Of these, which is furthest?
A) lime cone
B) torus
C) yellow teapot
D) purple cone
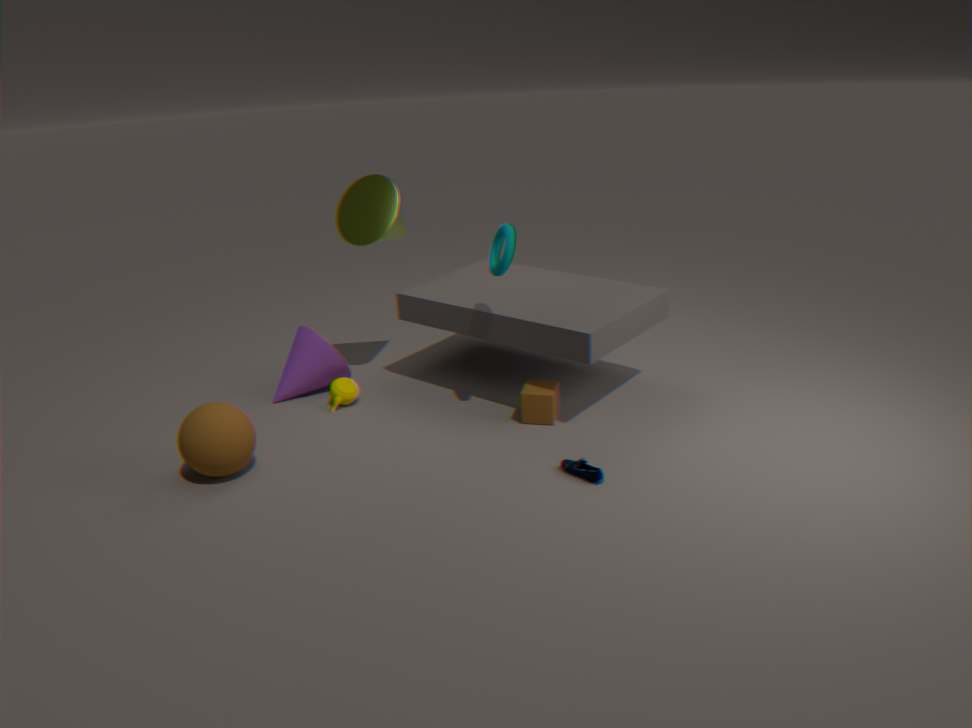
purple cone
